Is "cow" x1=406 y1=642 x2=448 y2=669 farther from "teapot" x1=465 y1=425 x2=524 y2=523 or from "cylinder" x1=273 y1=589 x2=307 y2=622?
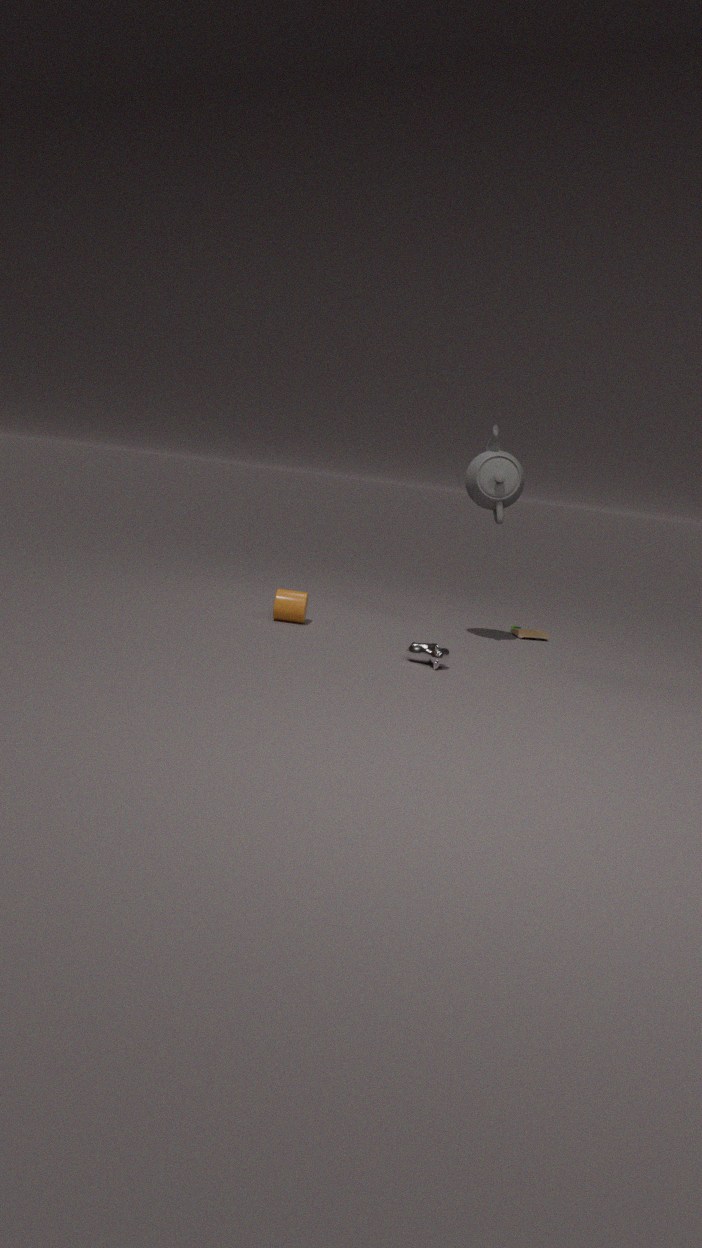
"teapot" x1=465 y1=425 x2=524 y2=523
